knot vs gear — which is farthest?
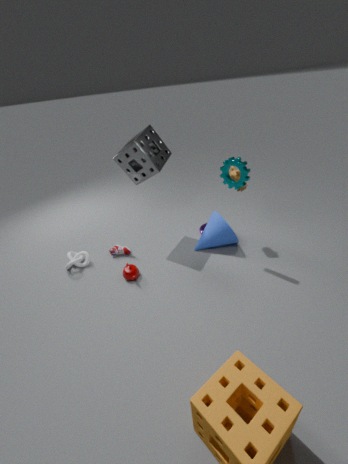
knot
